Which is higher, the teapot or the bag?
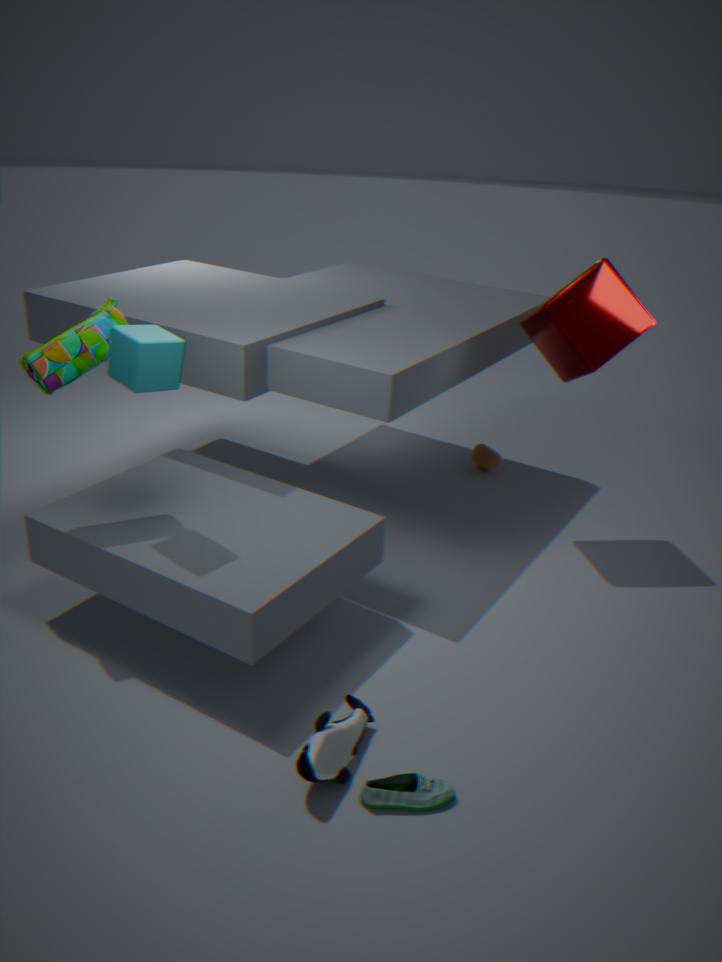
the bag
